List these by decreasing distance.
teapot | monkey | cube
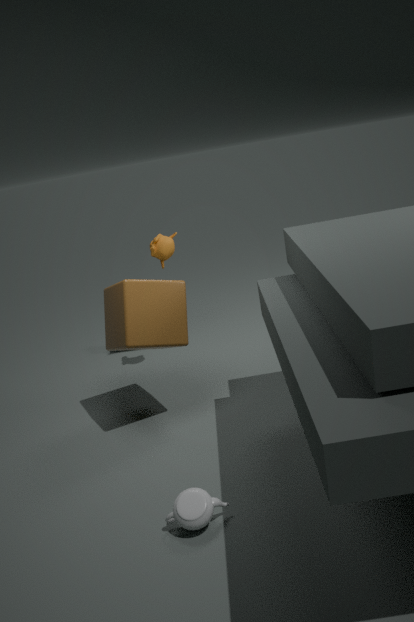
1. monkey
2. cube
3. teapot
